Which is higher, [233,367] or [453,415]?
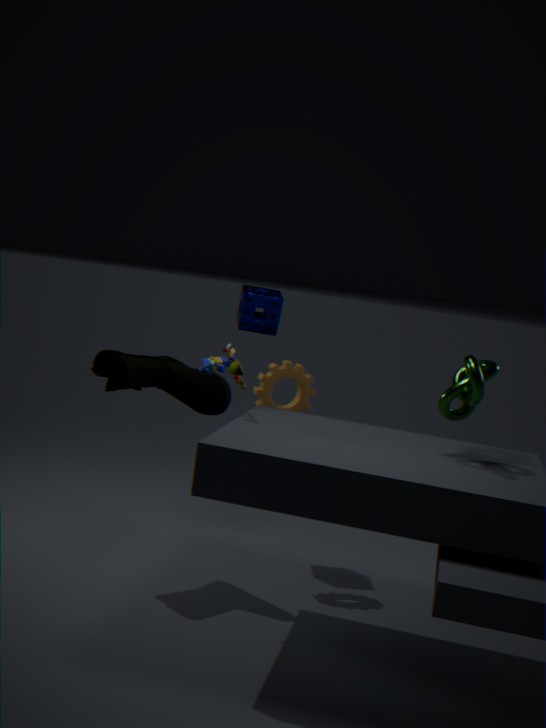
[453,415]
